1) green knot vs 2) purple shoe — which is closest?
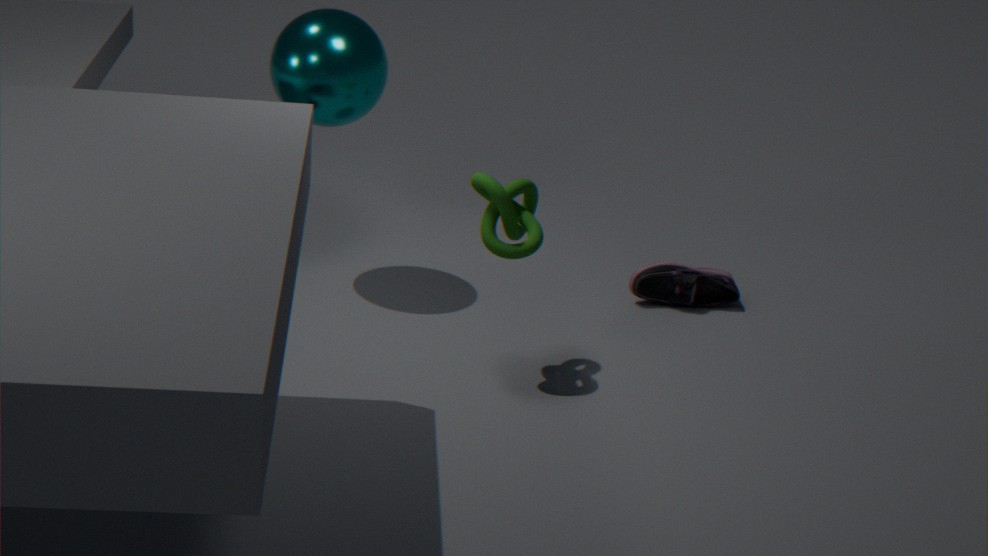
1. green knot
